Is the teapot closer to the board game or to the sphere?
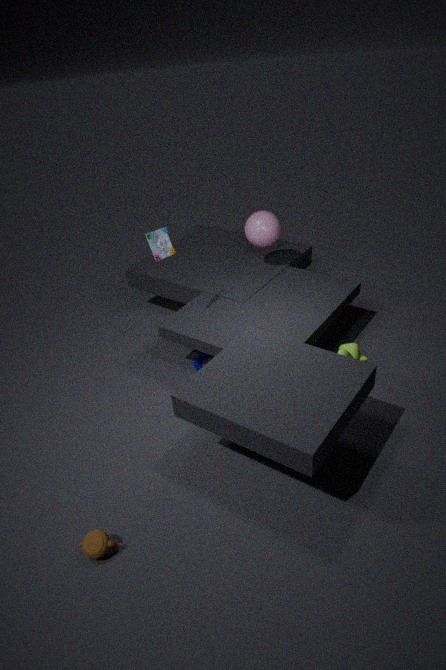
the board game
